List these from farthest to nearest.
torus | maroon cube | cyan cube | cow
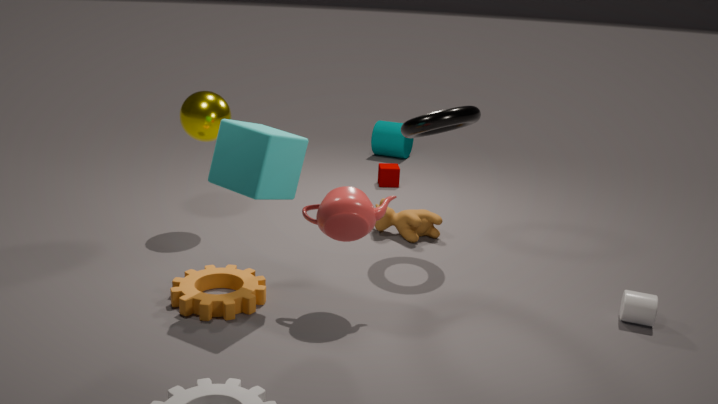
1. maroon cube
2. cow
3. torus
4. cyan cube
